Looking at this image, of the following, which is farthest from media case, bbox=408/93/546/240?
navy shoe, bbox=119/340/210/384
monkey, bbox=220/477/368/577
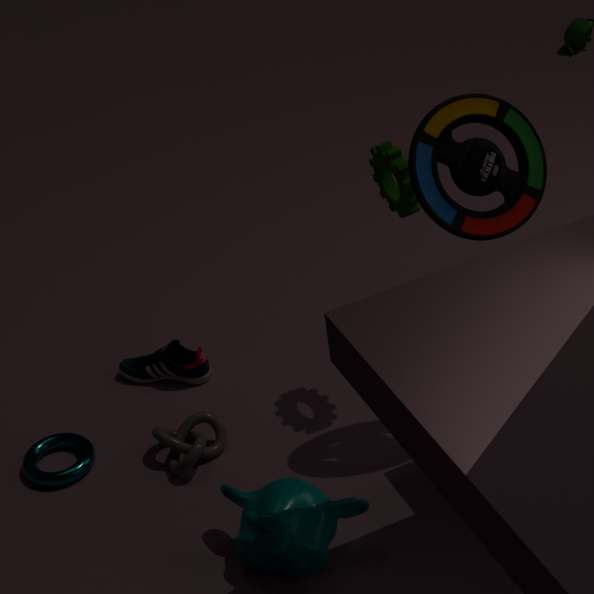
navy shoe, bbox=119/340/210/384
